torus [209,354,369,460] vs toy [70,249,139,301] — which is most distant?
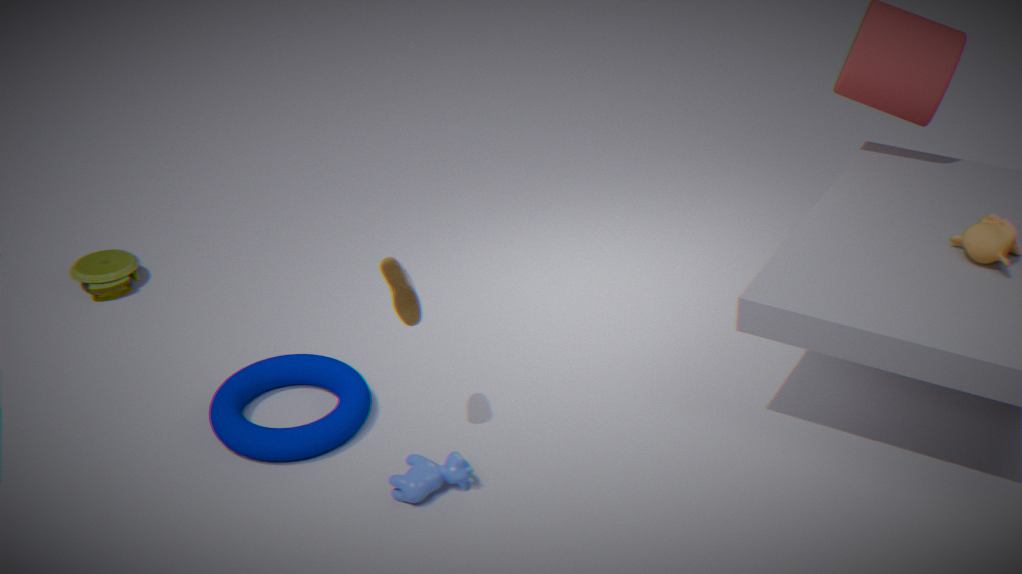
toy [70,249,139,301]
